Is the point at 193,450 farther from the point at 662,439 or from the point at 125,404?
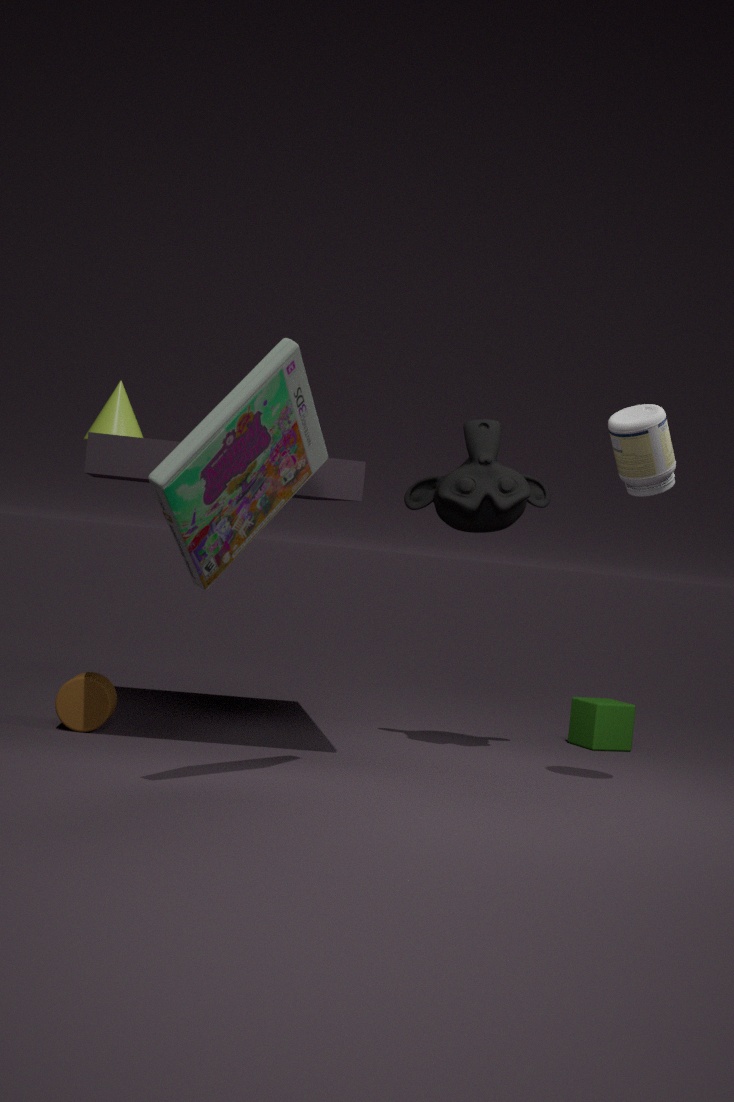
the point at 125,404
